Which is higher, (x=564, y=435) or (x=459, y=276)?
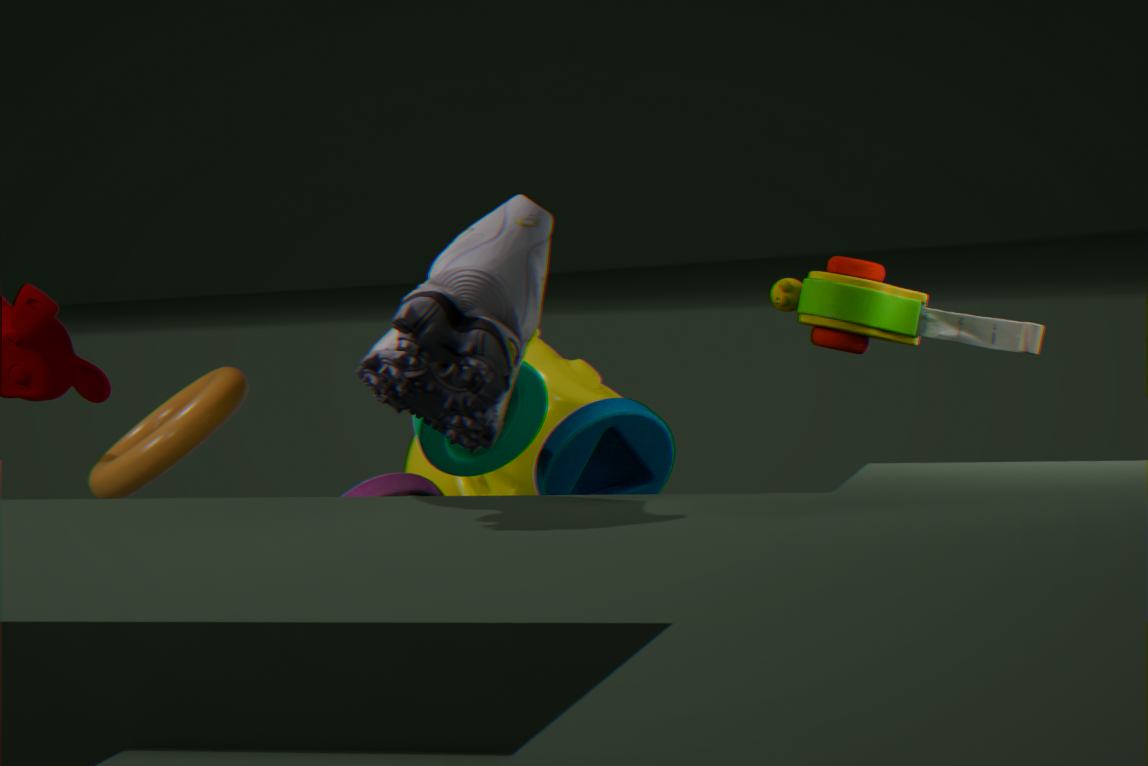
(x=459, y=276)
